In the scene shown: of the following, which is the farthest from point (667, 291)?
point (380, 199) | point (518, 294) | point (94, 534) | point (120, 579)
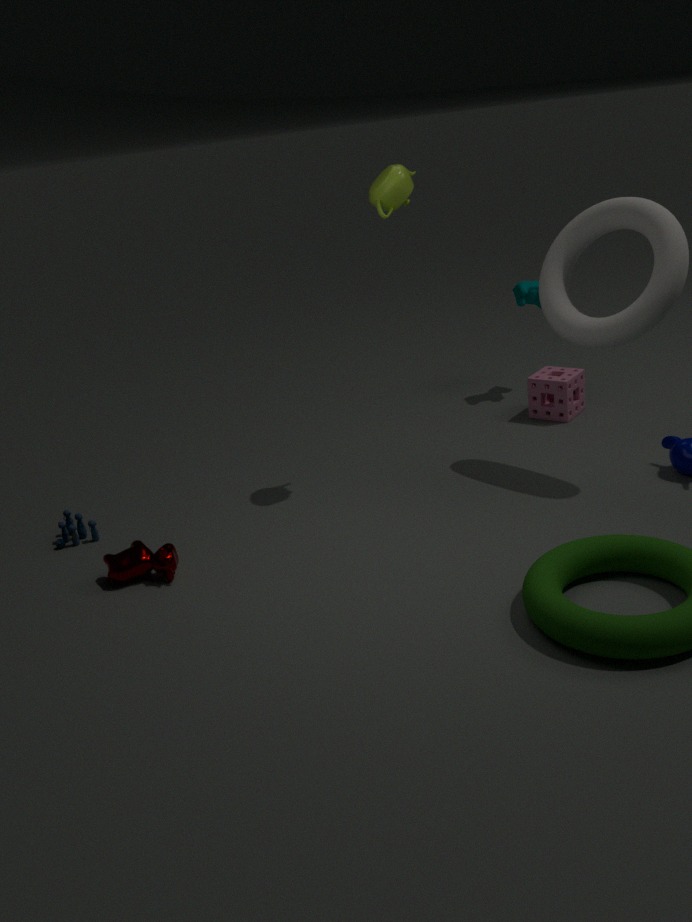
point (94, 534)
